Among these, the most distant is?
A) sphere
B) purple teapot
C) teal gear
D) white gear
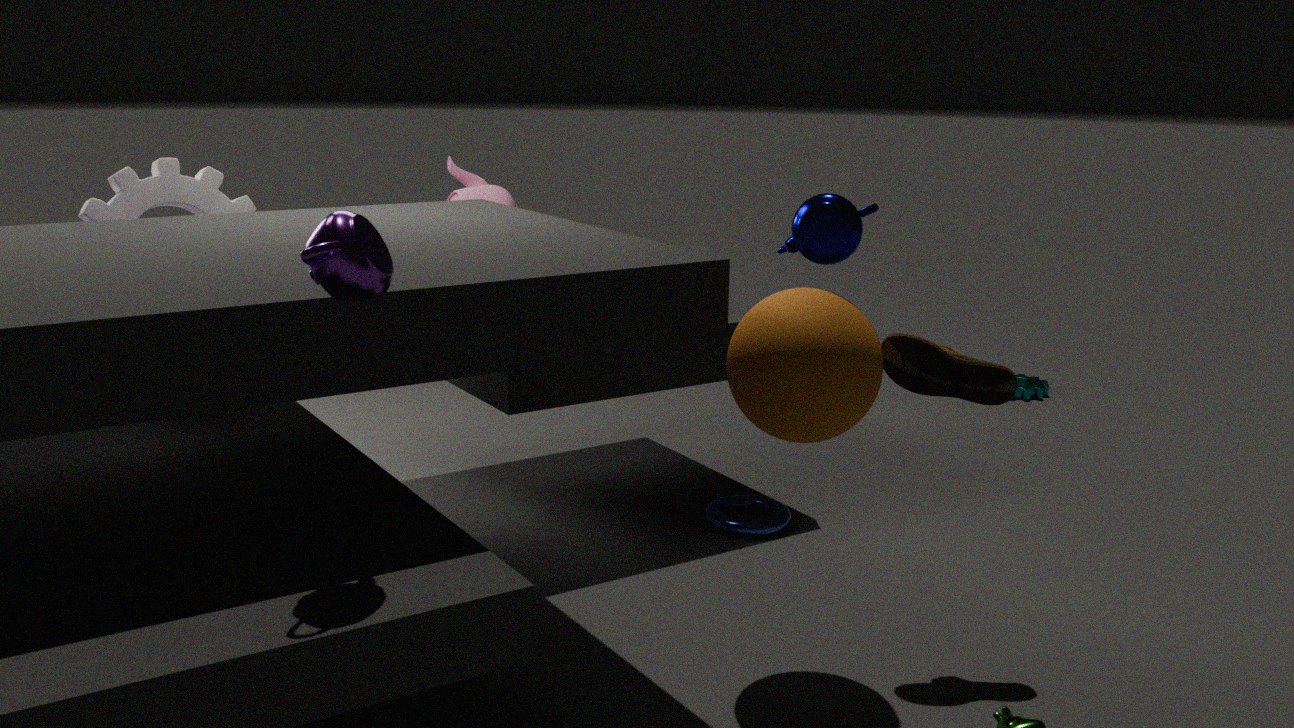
teal gear
